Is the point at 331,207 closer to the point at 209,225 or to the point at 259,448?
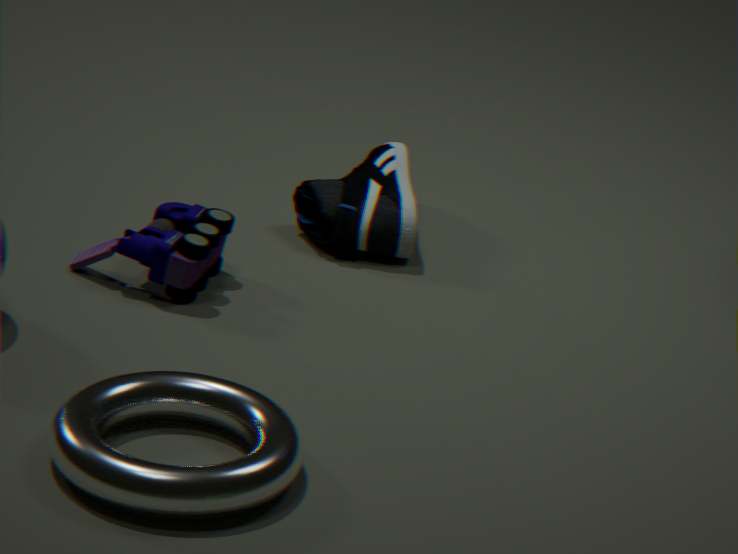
the point at 209,225
